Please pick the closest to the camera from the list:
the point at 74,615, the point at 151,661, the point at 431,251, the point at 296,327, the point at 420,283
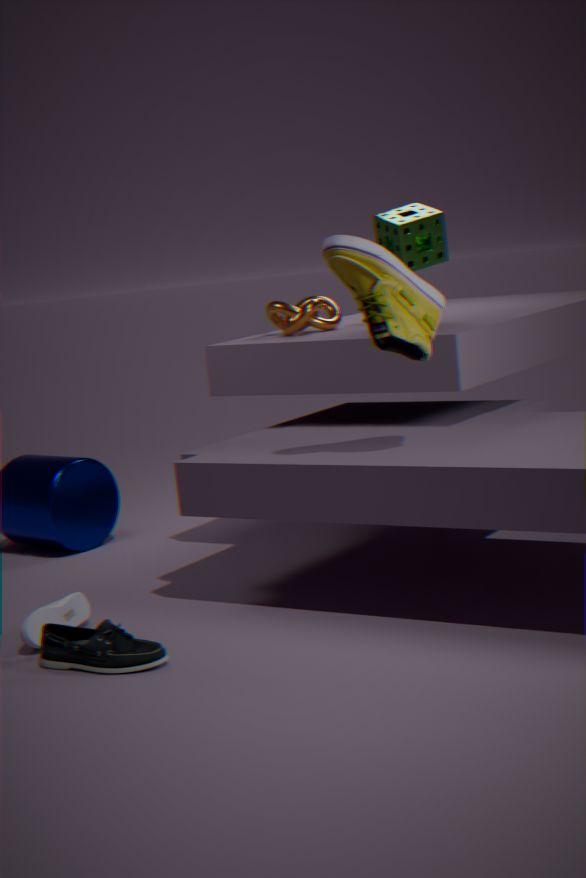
the point at 151,661
